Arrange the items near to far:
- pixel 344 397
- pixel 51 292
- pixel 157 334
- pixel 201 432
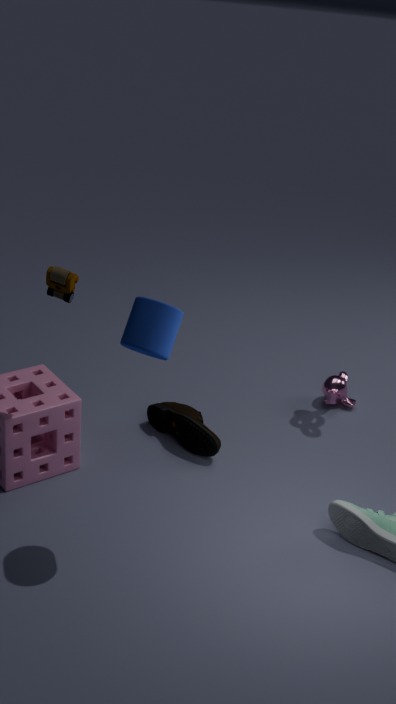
pixel 157 334 → pixel 51 292 → pixel 201 432 → pixel 344 397
